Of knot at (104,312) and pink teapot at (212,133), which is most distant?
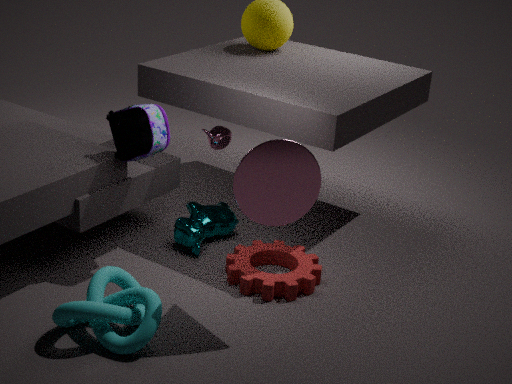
pink teapot at (212,133)
